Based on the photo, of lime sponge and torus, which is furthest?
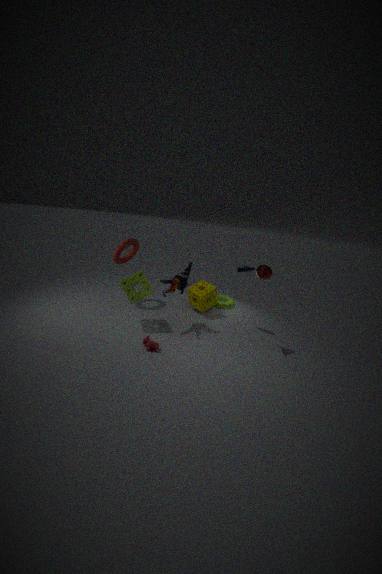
torus
